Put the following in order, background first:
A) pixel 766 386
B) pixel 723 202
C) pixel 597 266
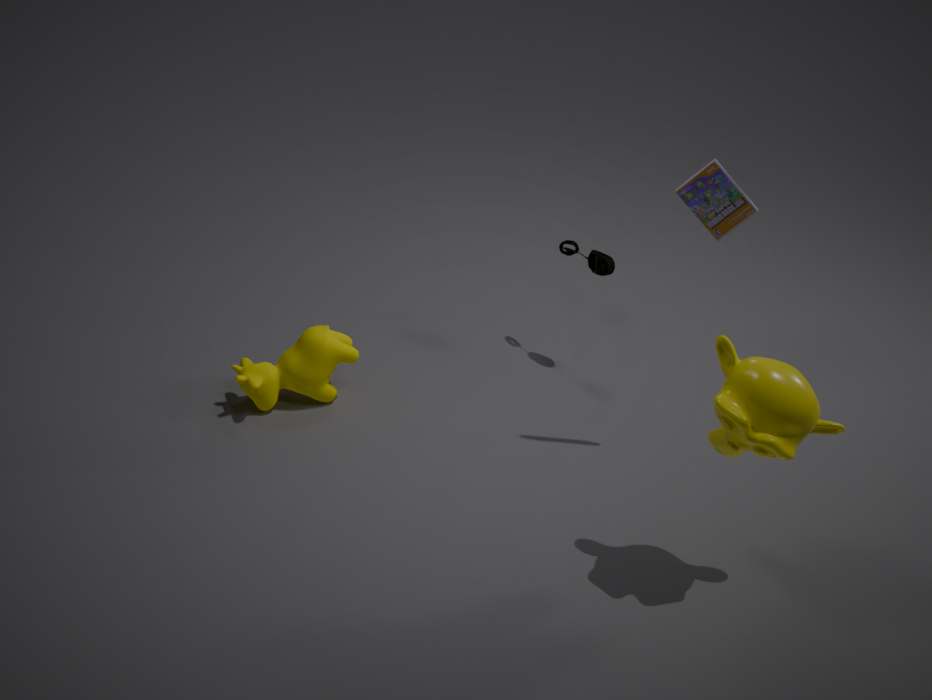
pixel 597 266 → pixel 723 202 → pixel 766 386
